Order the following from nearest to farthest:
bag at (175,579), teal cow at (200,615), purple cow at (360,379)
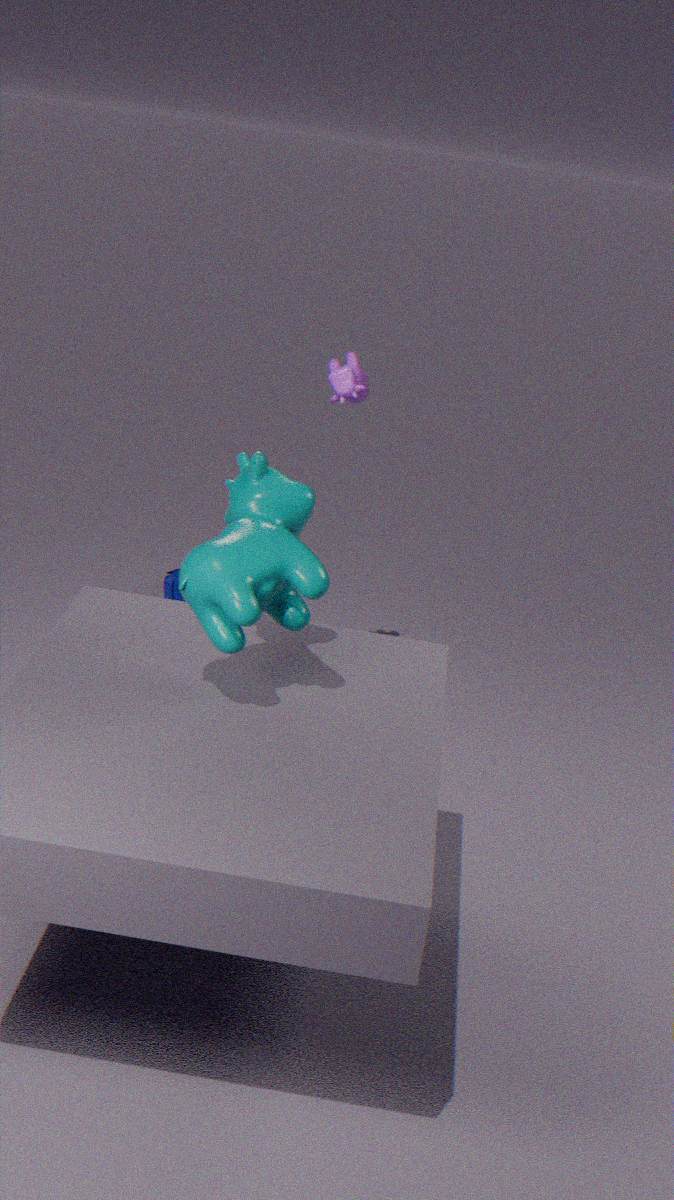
teal cow at (200,615)
purple cow at (360,379)
bag at (175,579)
